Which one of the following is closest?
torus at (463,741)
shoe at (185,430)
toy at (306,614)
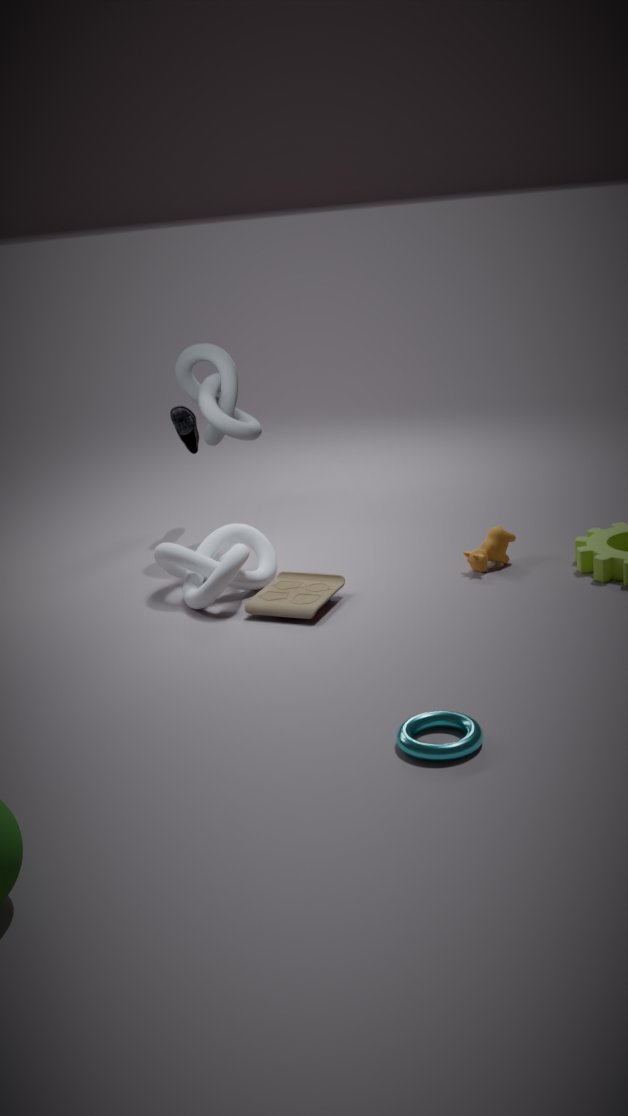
torus at (463,741)
